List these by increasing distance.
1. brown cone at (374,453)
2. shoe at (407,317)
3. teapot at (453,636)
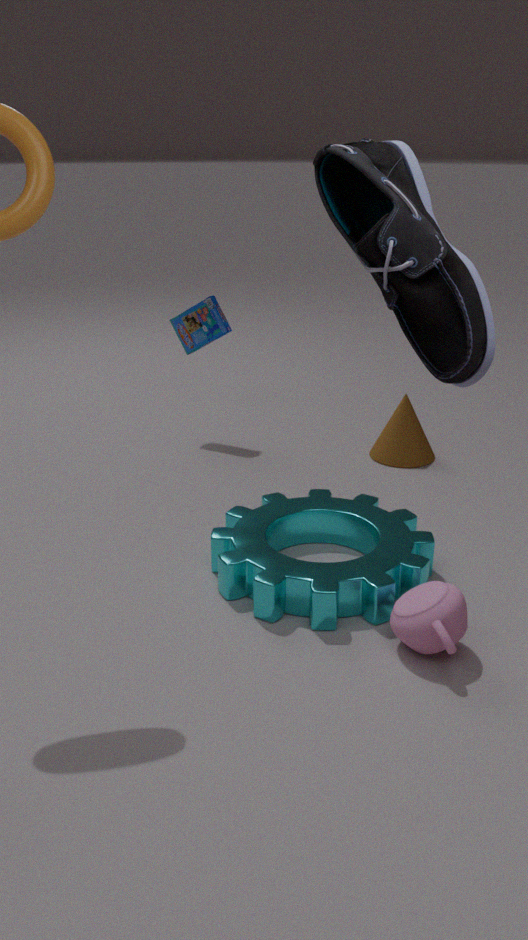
shoe at (407,317)
teapot at (453,636)
brown cone at (374,453)
